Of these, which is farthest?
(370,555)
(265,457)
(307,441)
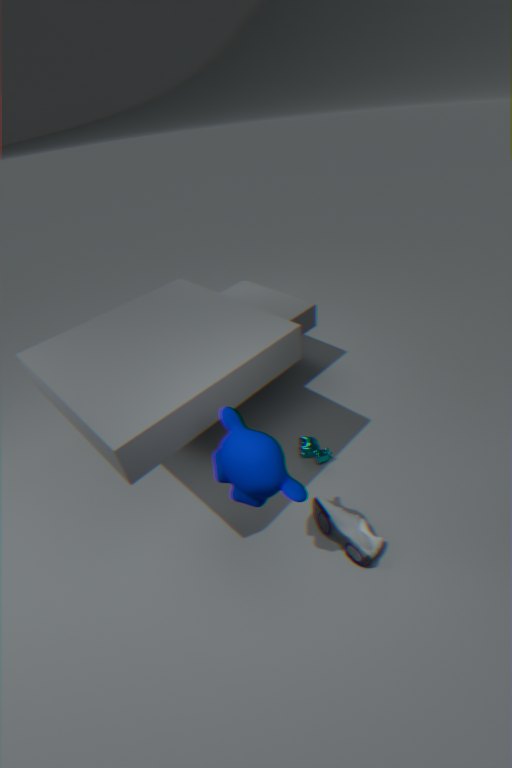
(307,441)
